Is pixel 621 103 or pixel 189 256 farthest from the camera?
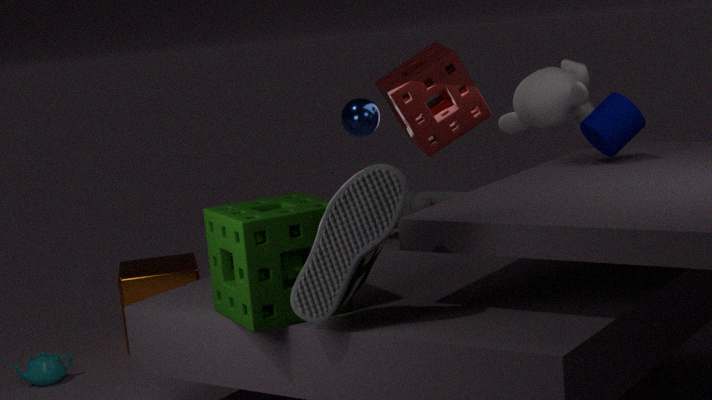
pixel 189 256
